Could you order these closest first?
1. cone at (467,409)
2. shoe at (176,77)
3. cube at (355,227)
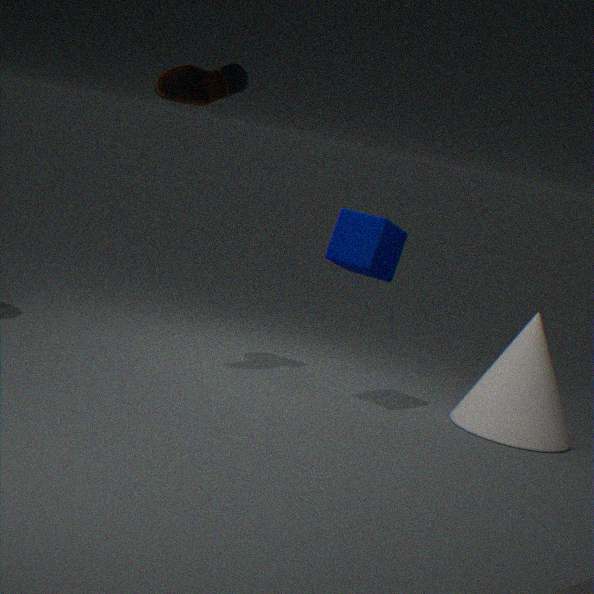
shoe at (176,77)
cube at (355,227)
cone at (467,409)
